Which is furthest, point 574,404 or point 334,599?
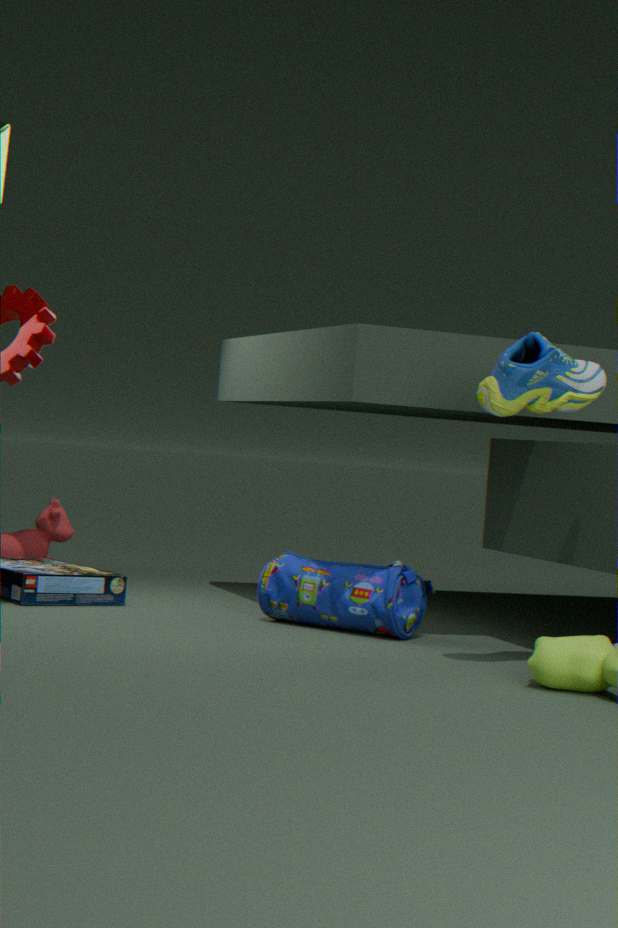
point 334,599
